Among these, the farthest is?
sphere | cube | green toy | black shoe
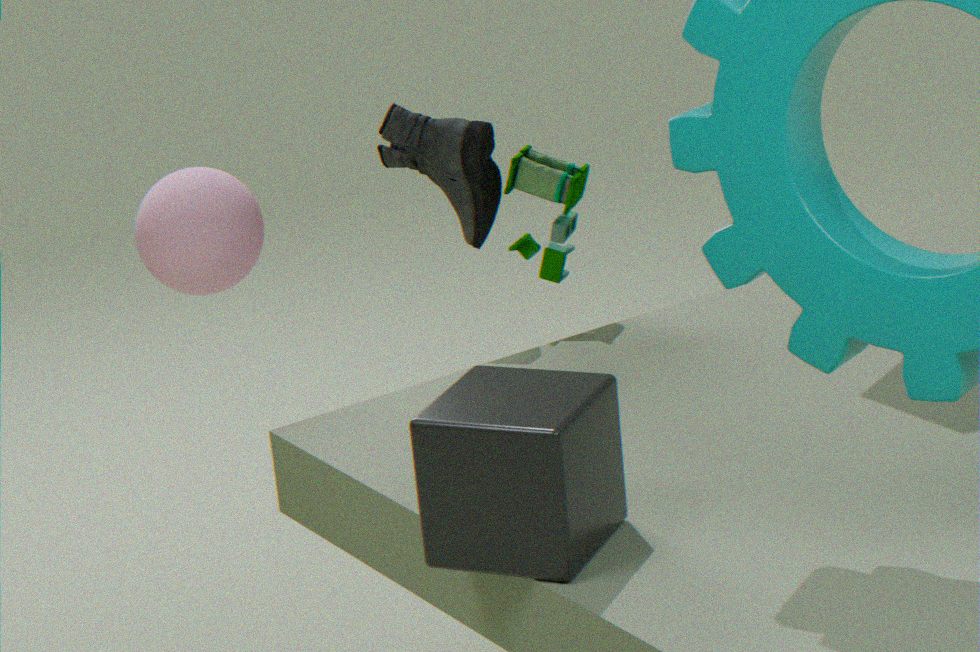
green toy
